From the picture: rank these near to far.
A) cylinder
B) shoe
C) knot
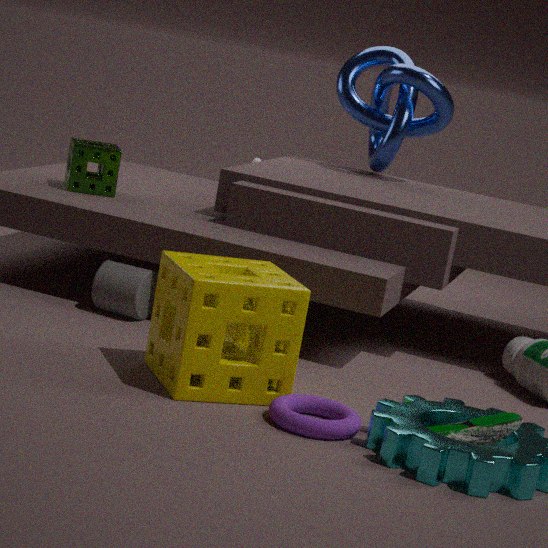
B. shoe → A. cylinder → C. knot
